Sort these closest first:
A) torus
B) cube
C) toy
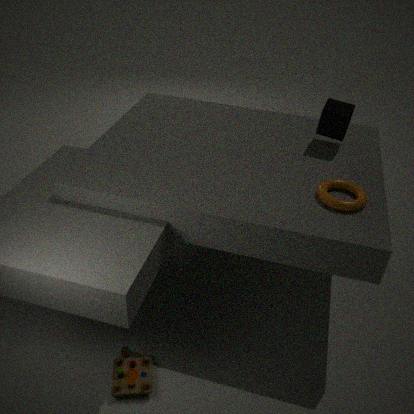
C. toy → A. torus → B. cube
